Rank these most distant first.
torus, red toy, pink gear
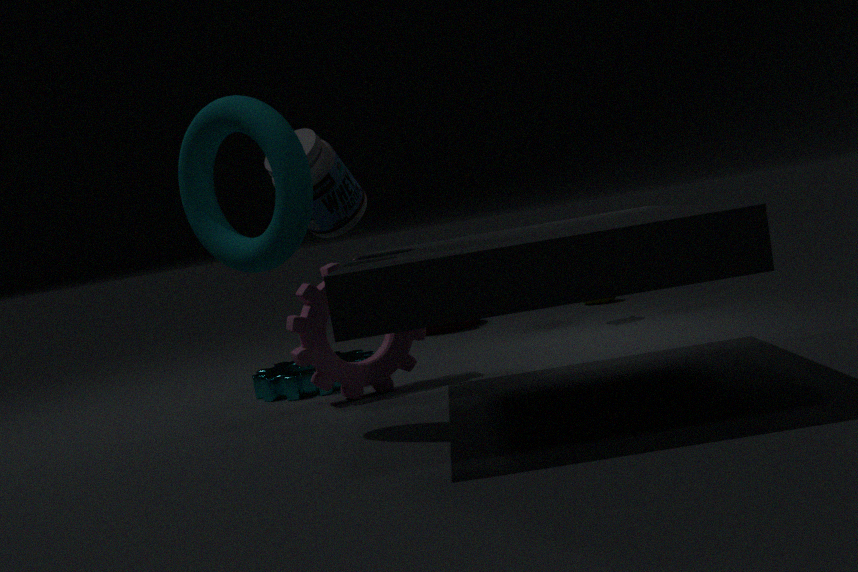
red toy, pink gear, torus
